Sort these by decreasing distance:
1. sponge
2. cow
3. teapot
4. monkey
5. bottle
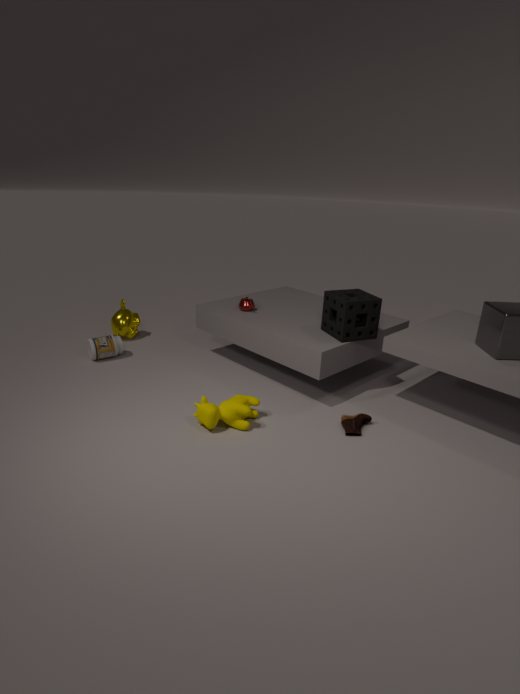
monkey, bottle, teapot, sponge, cow
